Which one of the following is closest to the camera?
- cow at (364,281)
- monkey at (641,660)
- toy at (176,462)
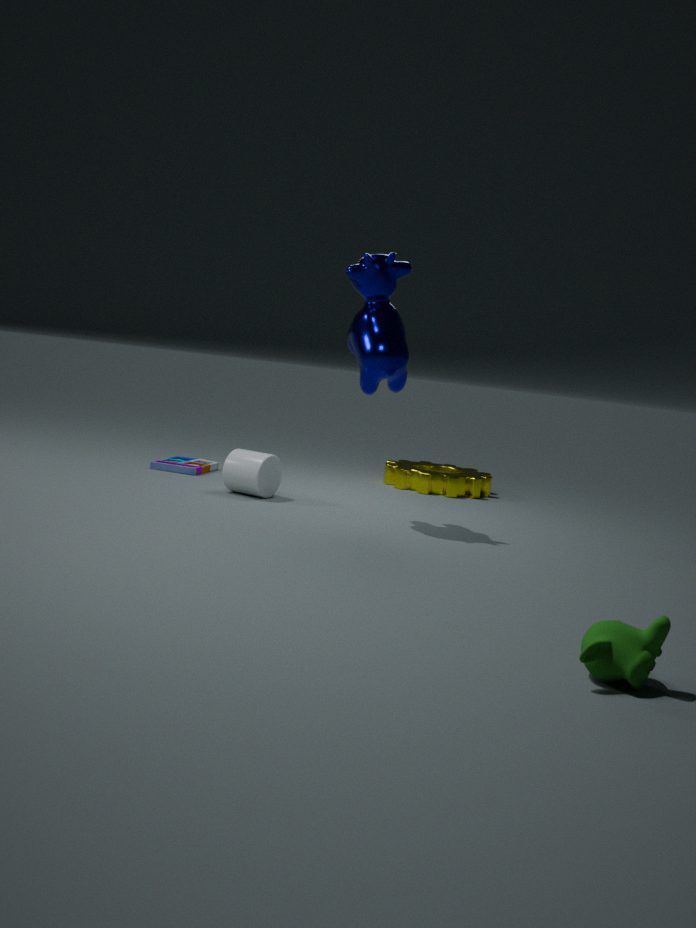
monkey at (641,660)
